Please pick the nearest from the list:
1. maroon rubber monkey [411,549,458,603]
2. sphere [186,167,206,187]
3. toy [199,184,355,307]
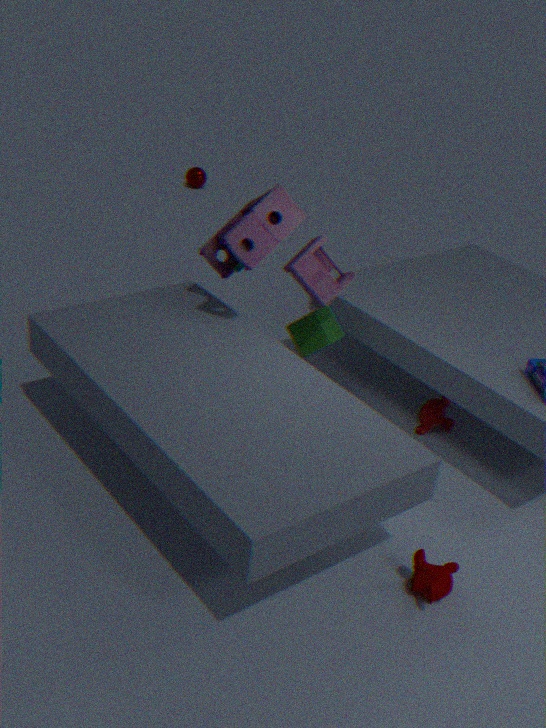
maroon rubber monkey [411,549,458,603]
